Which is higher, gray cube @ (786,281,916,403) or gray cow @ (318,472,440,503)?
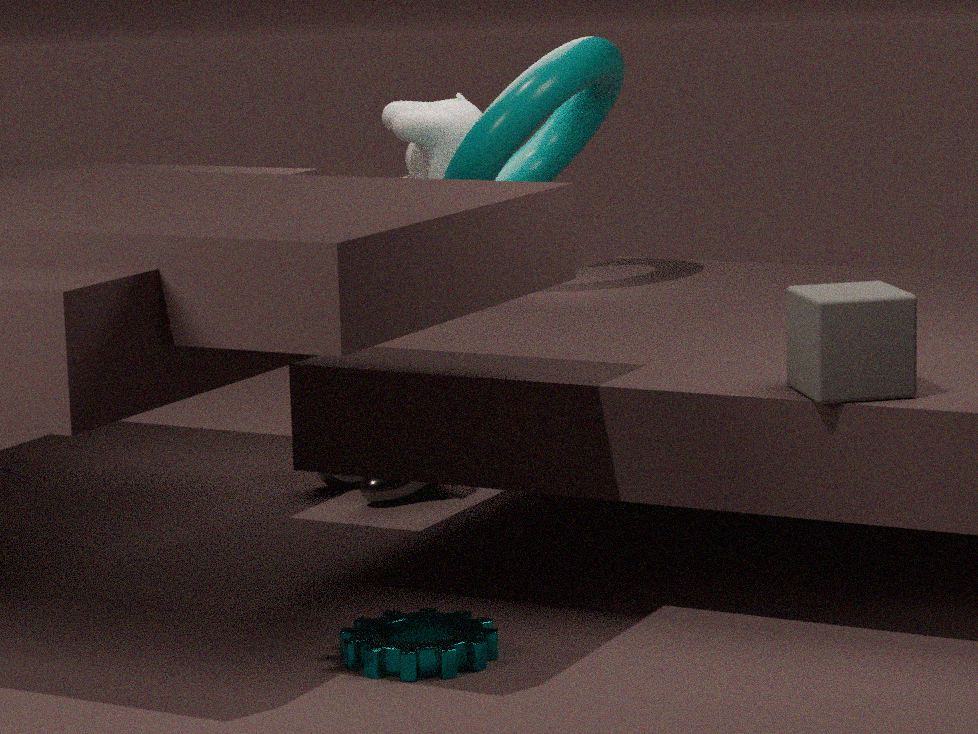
gray cube @ (786,281,916,403)
